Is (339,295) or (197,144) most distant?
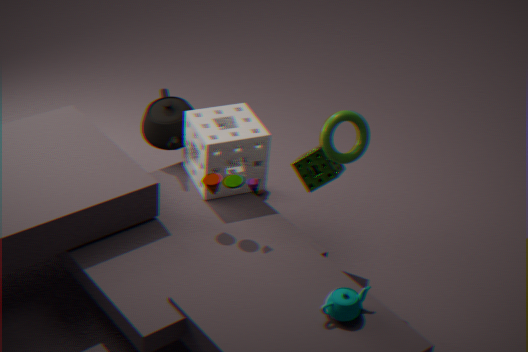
(197,144)
